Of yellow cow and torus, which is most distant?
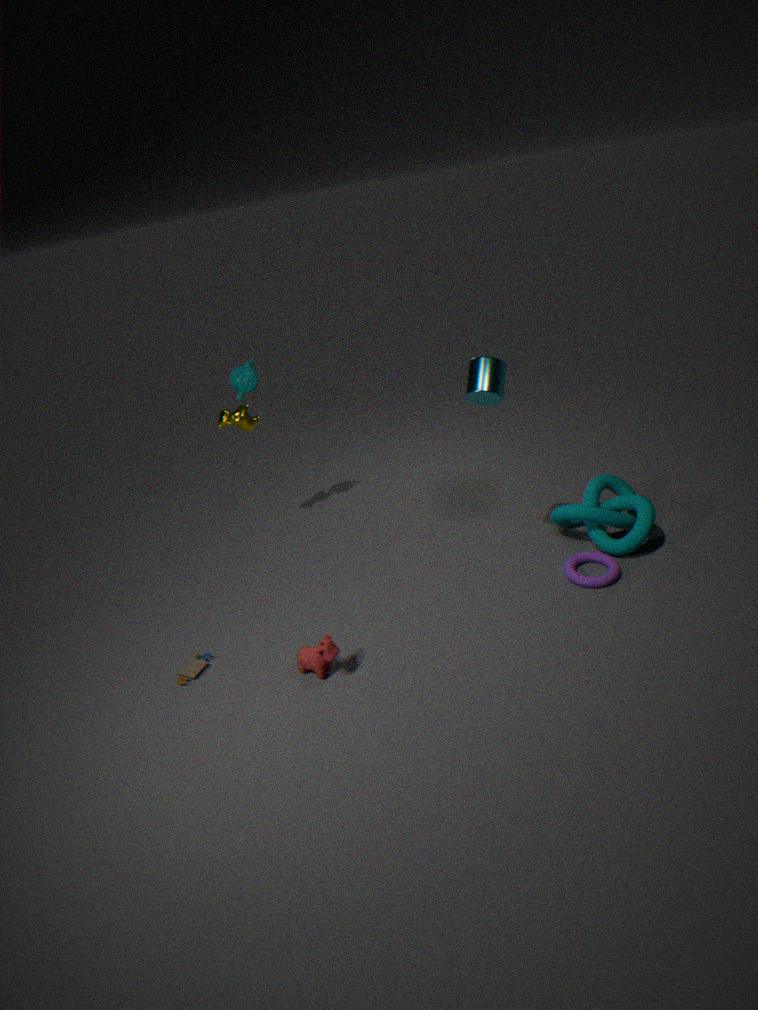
yellow cow
